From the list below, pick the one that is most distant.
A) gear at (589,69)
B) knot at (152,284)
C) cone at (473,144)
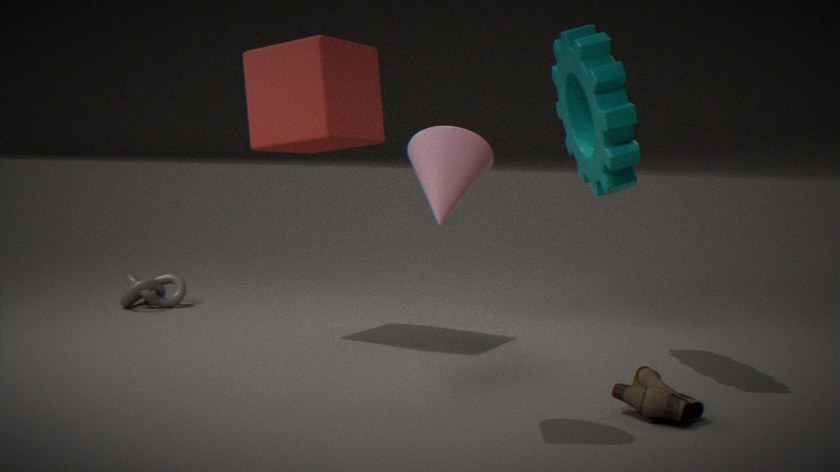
knot at (152,284)
